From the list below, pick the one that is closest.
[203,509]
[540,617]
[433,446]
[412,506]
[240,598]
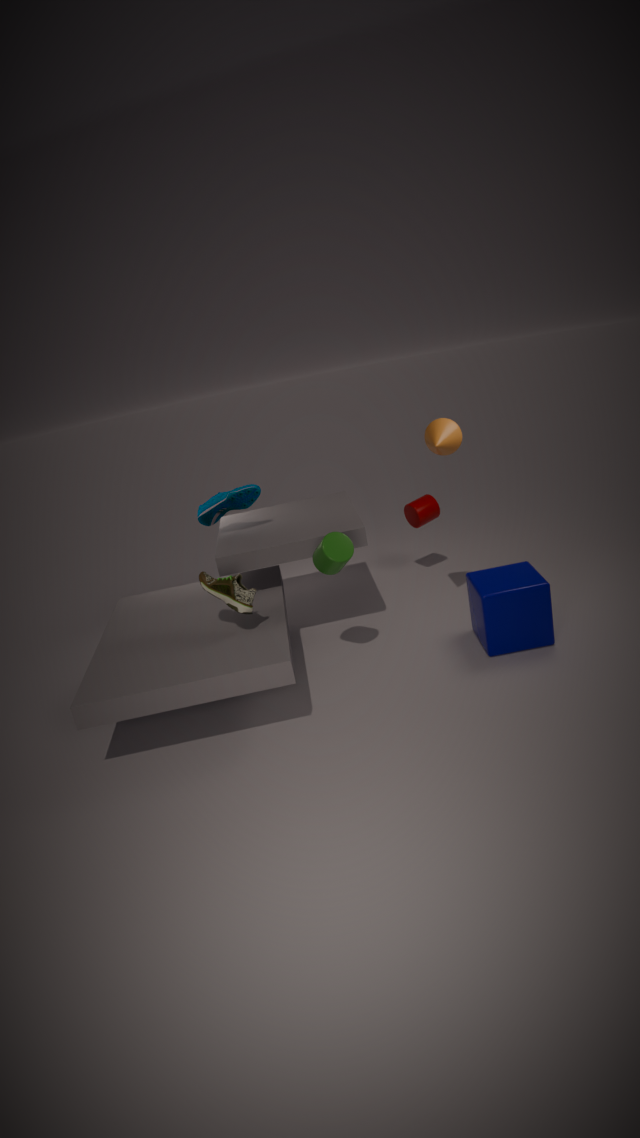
[240,598]
